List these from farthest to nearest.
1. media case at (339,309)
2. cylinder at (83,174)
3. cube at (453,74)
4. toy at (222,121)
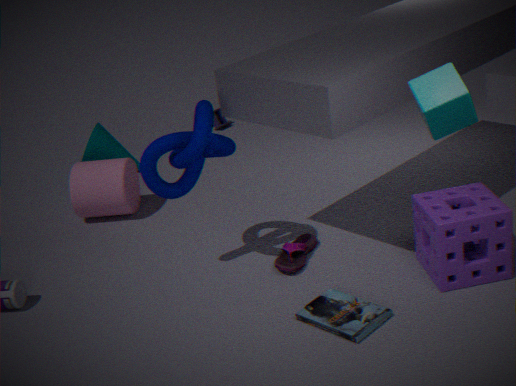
toy at (222,121) → cylinder at (83,174) → media case at (339,309) → cube at (453,74)
